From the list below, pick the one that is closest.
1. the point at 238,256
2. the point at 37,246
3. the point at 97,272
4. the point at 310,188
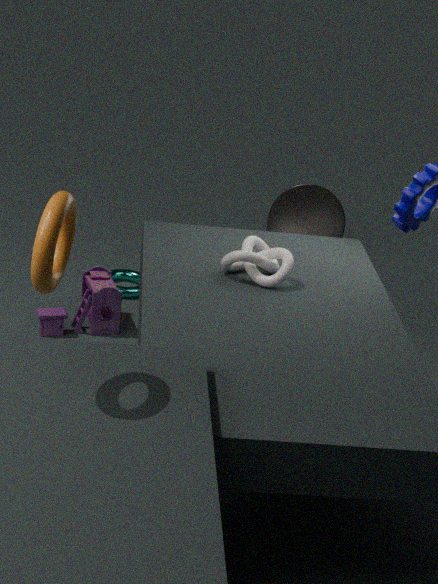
the point at 37,246
